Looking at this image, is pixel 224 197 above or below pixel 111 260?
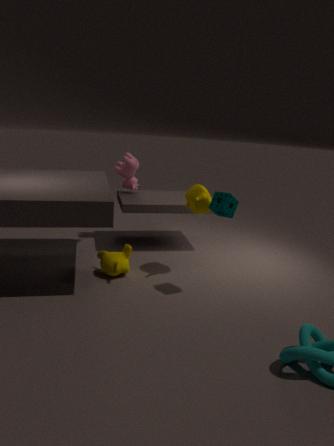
above
